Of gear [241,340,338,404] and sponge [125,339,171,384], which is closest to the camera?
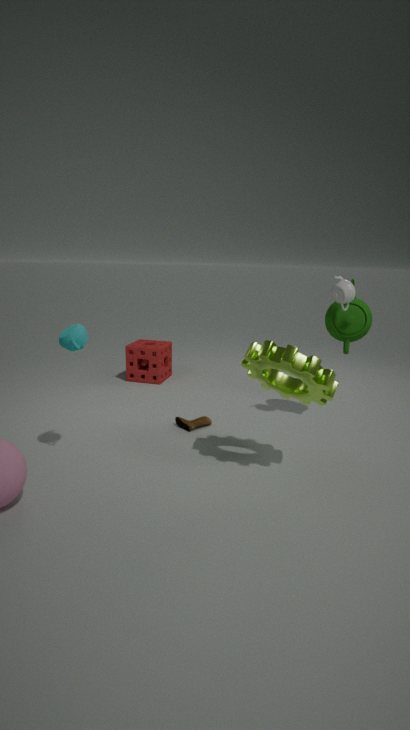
gear [241,340,338,404]
